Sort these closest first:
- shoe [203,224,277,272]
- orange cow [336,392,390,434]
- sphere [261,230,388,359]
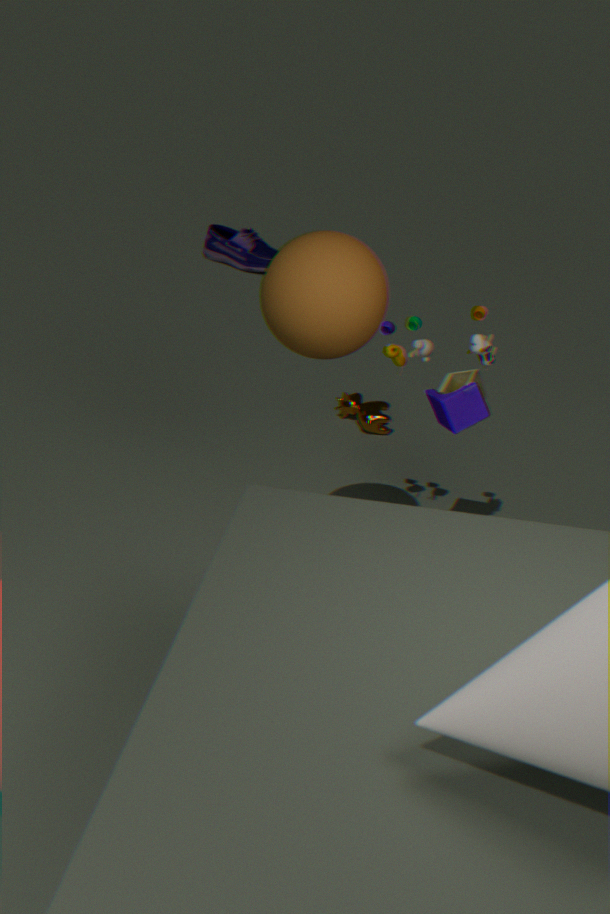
1. sphere [261,230,388,359]
2. orange cow [336,392,390,434]
3. shoe [203,224,277,272]
